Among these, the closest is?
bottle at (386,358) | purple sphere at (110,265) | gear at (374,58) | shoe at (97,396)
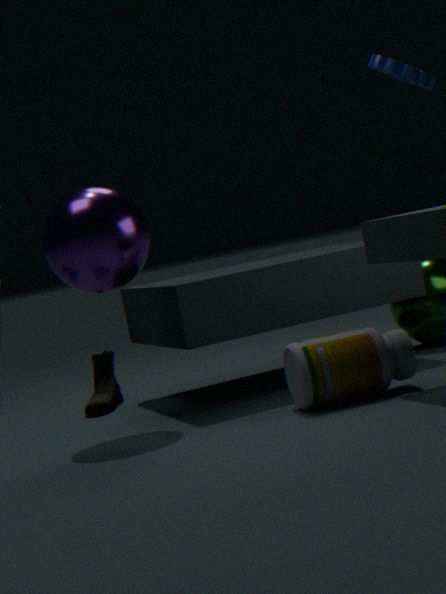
bottle at (386,358)
